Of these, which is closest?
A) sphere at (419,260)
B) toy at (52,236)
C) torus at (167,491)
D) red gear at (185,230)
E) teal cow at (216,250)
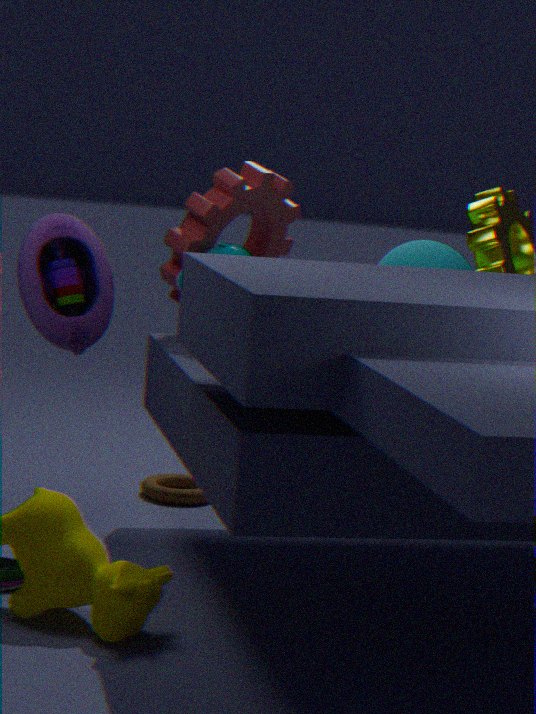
toy at (52,236)
